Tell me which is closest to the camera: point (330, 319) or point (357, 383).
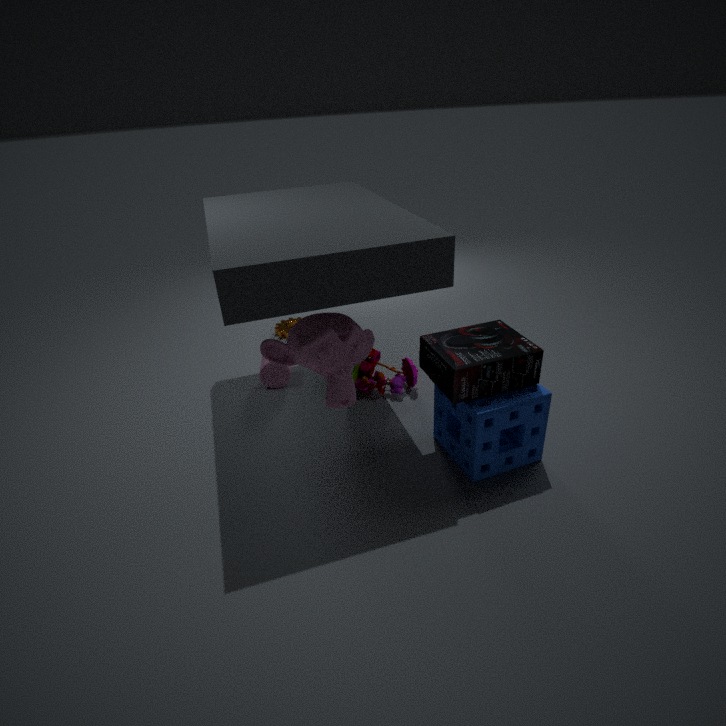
point (330, 319)
